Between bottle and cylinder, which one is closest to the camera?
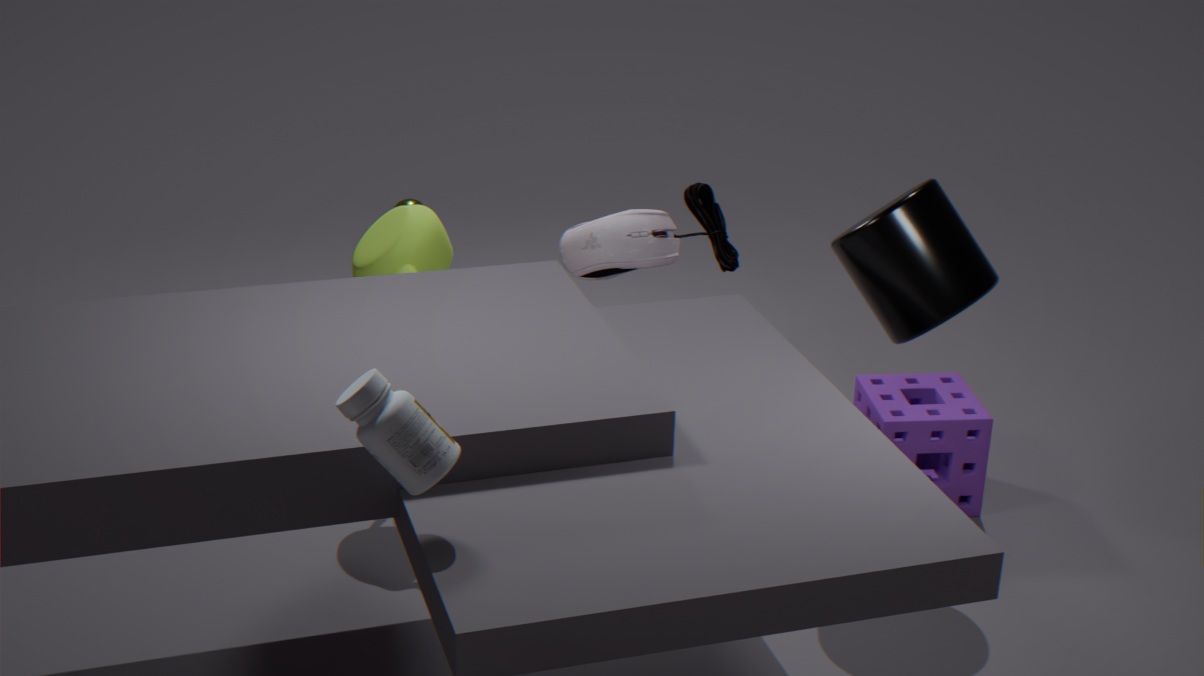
bottle
